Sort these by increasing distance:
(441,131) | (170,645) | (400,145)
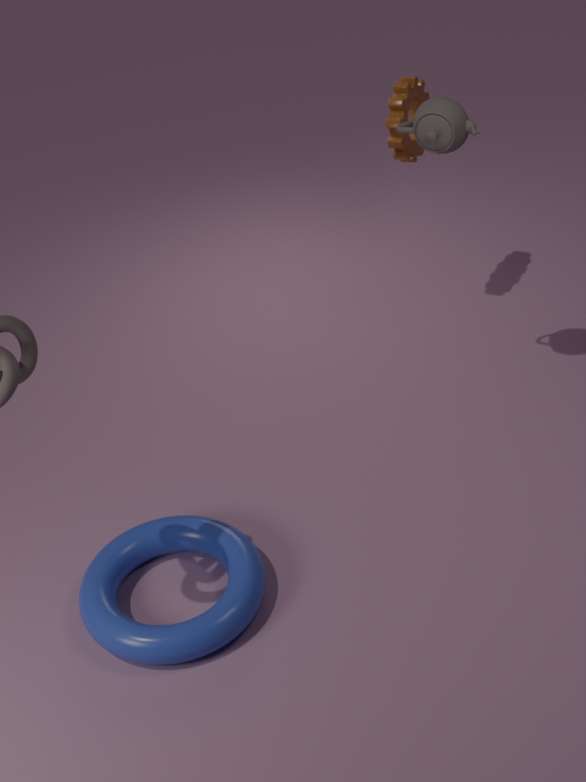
(170,645) < (441,131) < (400,145)
